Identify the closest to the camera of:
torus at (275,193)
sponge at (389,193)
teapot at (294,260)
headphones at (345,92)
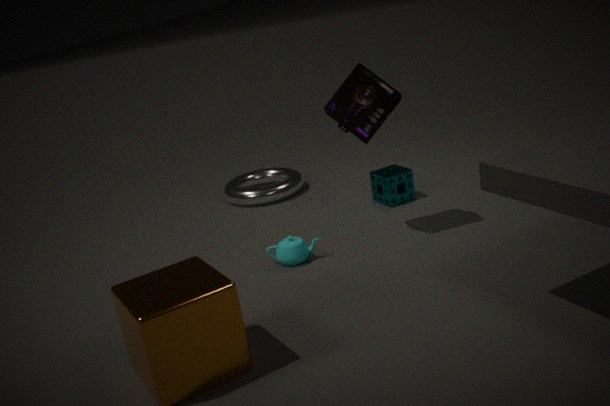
headphones at (345,92)
